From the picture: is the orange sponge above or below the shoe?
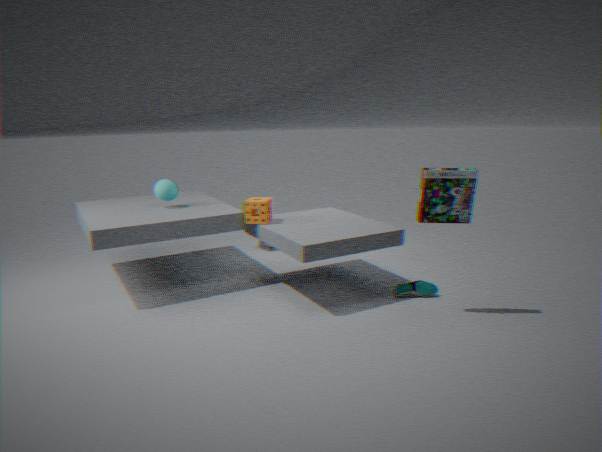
above
